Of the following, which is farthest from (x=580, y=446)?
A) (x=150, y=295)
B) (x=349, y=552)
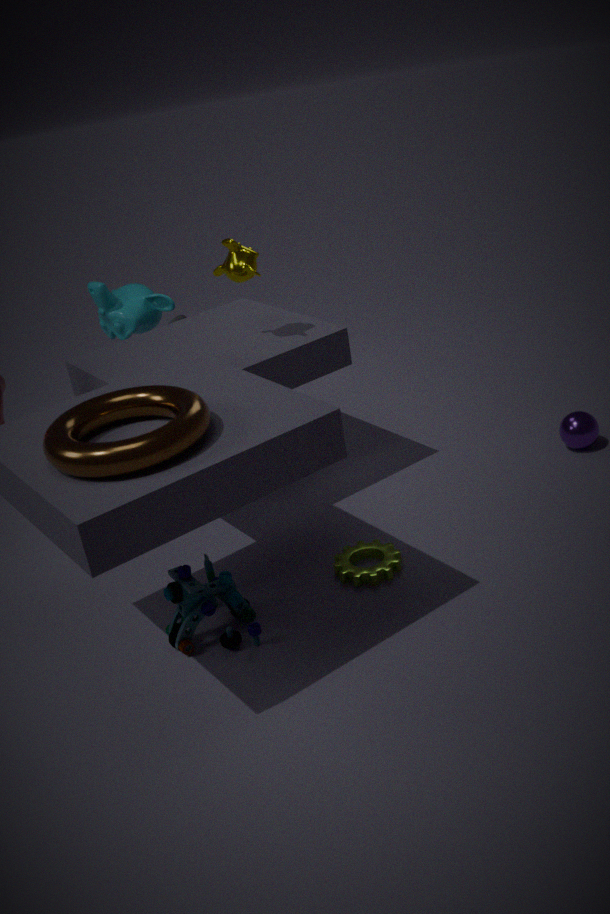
(x=150, y=295)
